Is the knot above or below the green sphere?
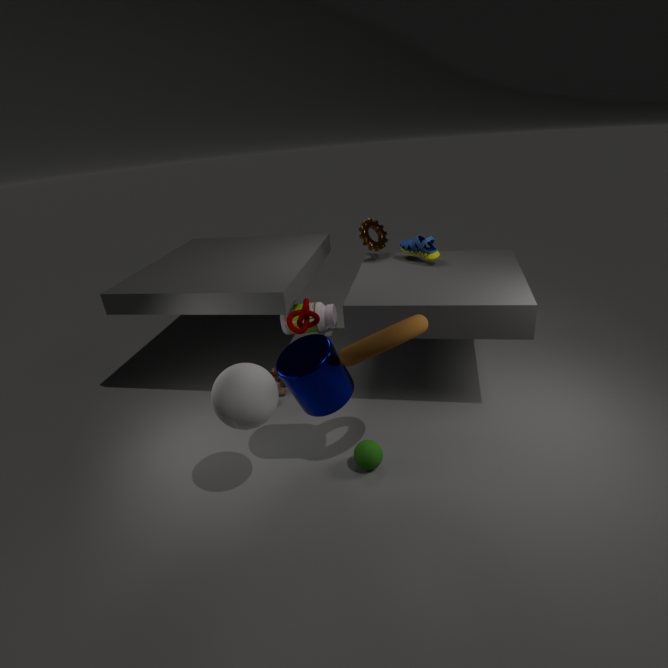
above
